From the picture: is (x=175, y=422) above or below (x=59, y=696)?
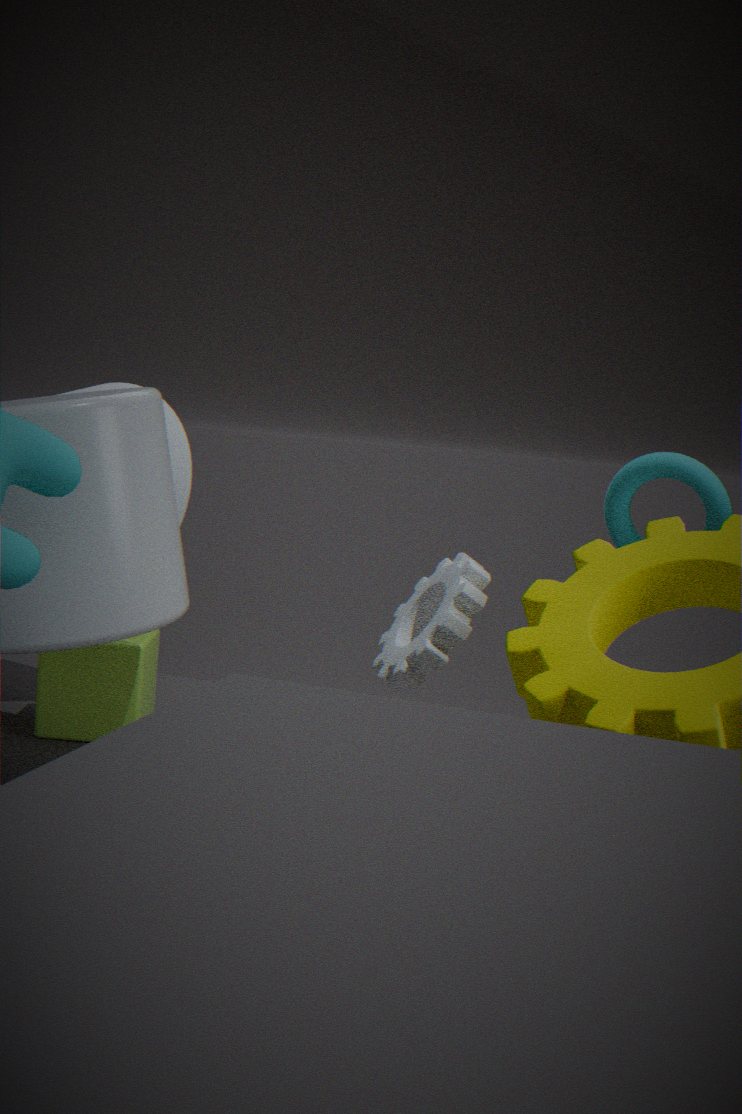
above
